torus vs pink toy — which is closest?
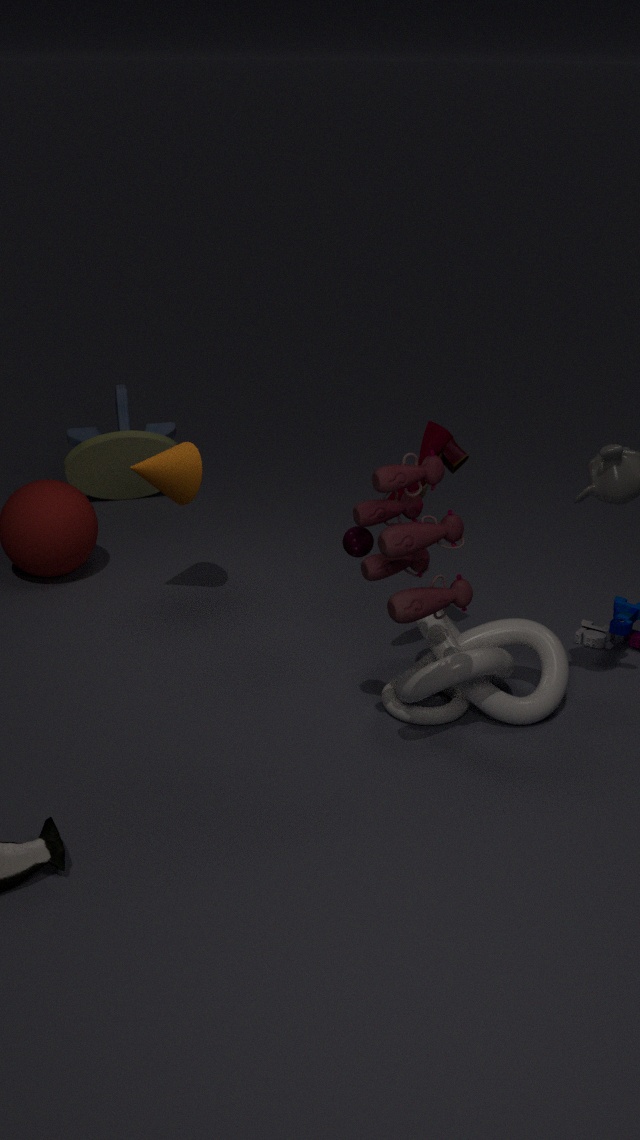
pink toy
